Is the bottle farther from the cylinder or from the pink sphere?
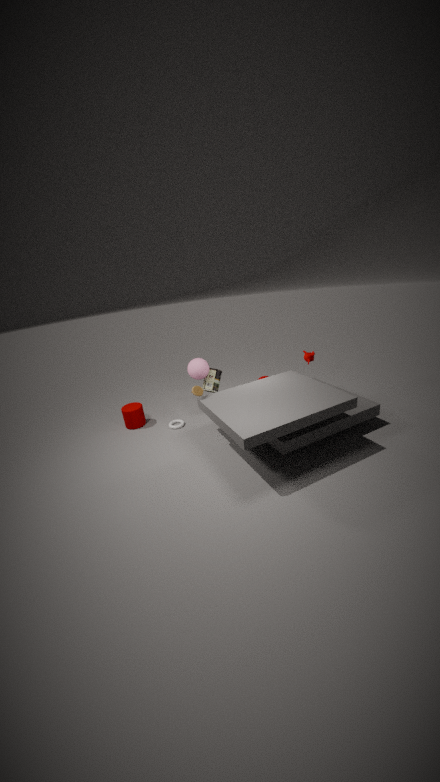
the cylinder
